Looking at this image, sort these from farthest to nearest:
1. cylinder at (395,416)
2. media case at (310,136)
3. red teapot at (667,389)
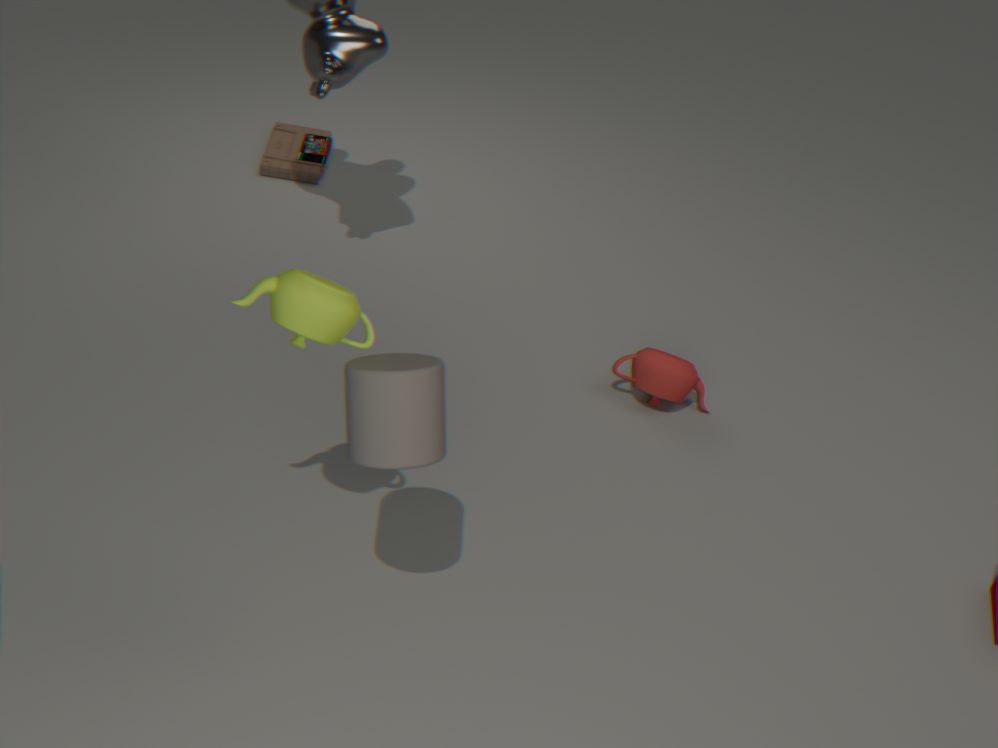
media case at (310,136)
red teapot at (667,389)
cylinder at (395,416)
